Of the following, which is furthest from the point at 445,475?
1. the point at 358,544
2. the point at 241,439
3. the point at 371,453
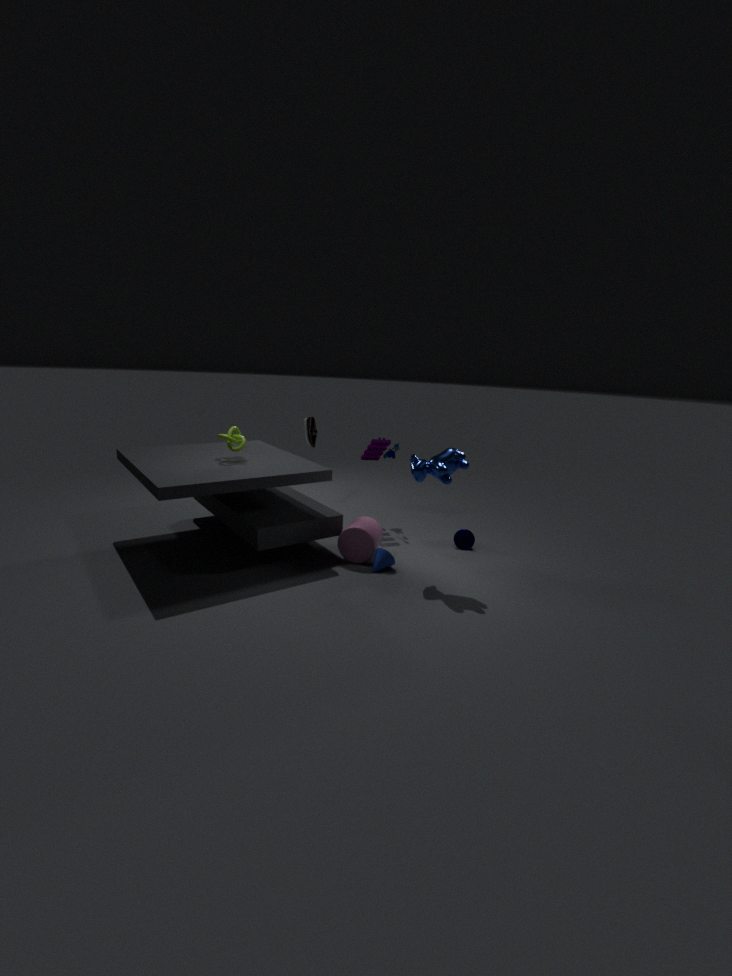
the point at 241,439
